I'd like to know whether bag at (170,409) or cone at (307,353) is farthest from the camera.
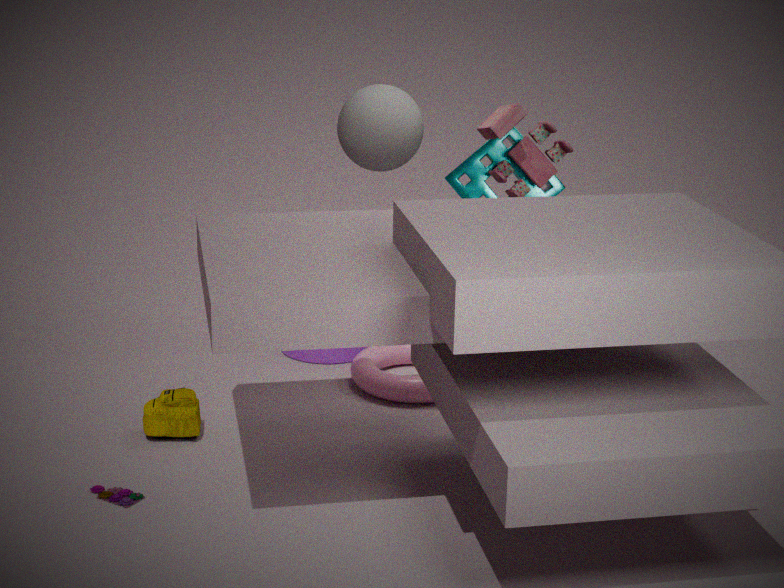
cone at (307,353)
